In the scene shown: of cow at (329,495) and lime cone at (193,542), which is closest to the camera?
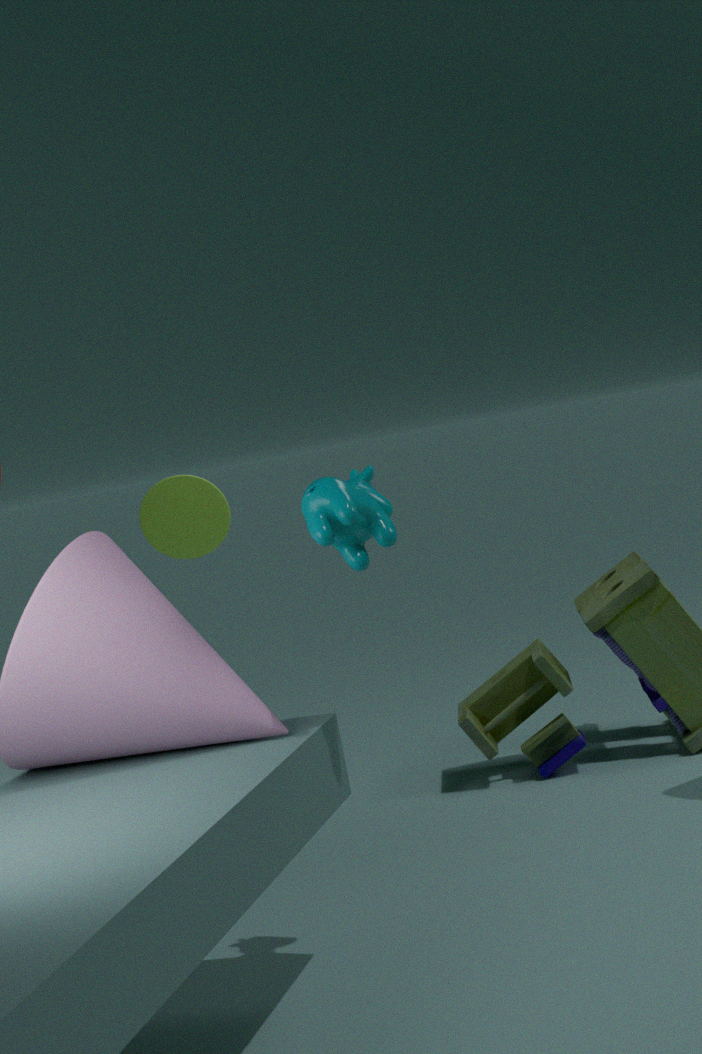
cow at (329,495)
